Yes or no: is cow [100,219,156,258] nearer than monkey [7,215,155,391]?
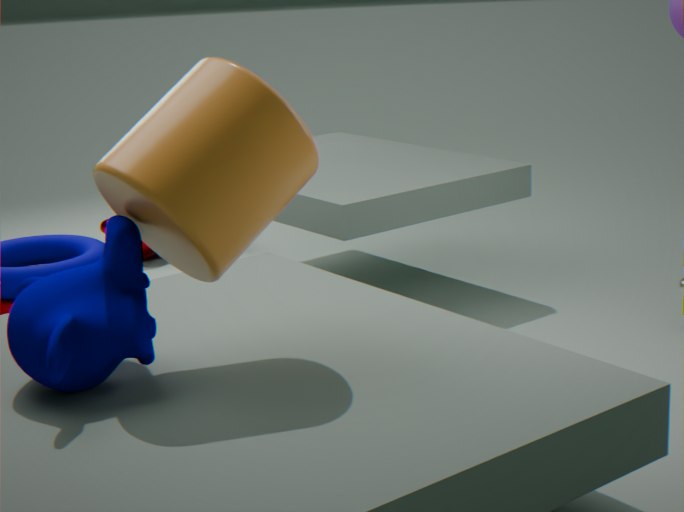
No
